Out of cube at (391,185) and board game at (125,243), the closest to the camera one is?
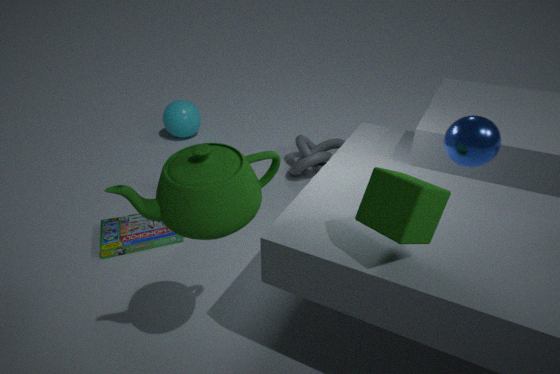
cube at (391,185)
